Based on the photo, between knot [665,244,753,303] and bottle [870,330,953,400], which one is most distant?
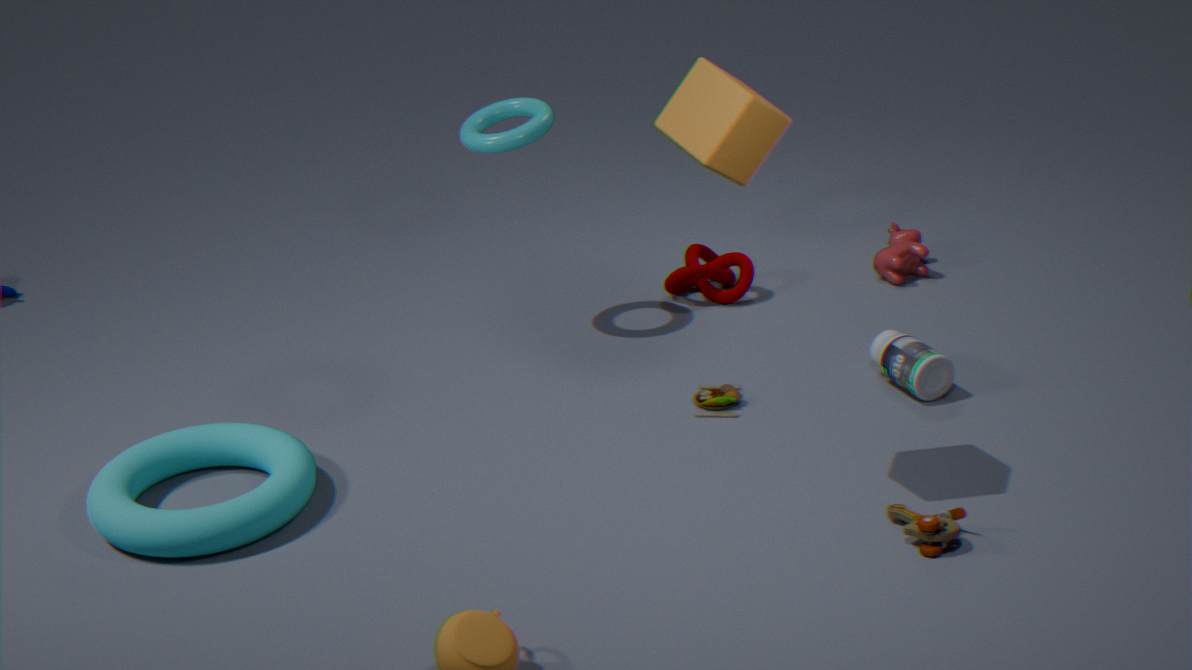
knot [665,244,753,303]
